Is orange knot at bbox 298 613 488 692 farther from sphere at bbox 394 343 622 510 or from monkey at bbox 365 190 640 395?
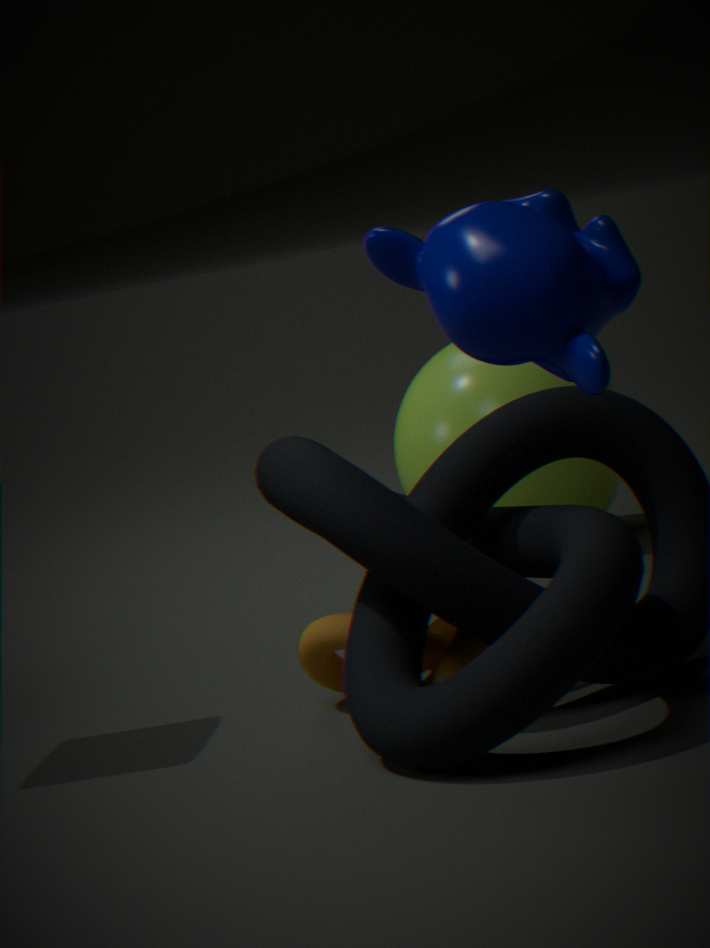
monkey at bbox 365 190 640 395
